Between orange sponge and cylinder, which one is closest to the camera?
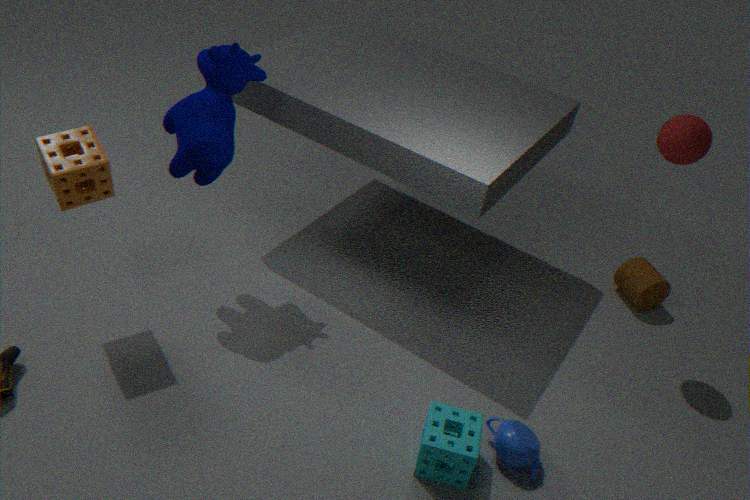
orange sponge
